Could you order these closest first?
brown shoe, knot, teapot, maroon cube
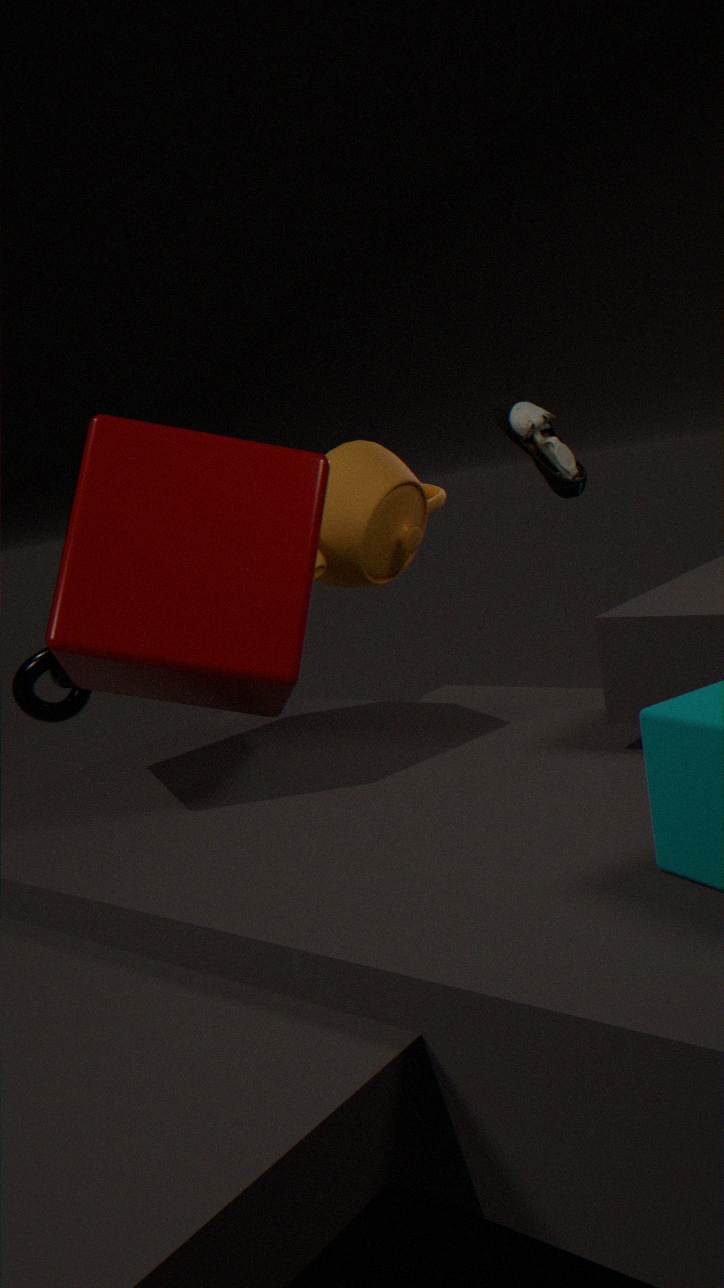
maroon cube, knot, teapot, brown shoe
